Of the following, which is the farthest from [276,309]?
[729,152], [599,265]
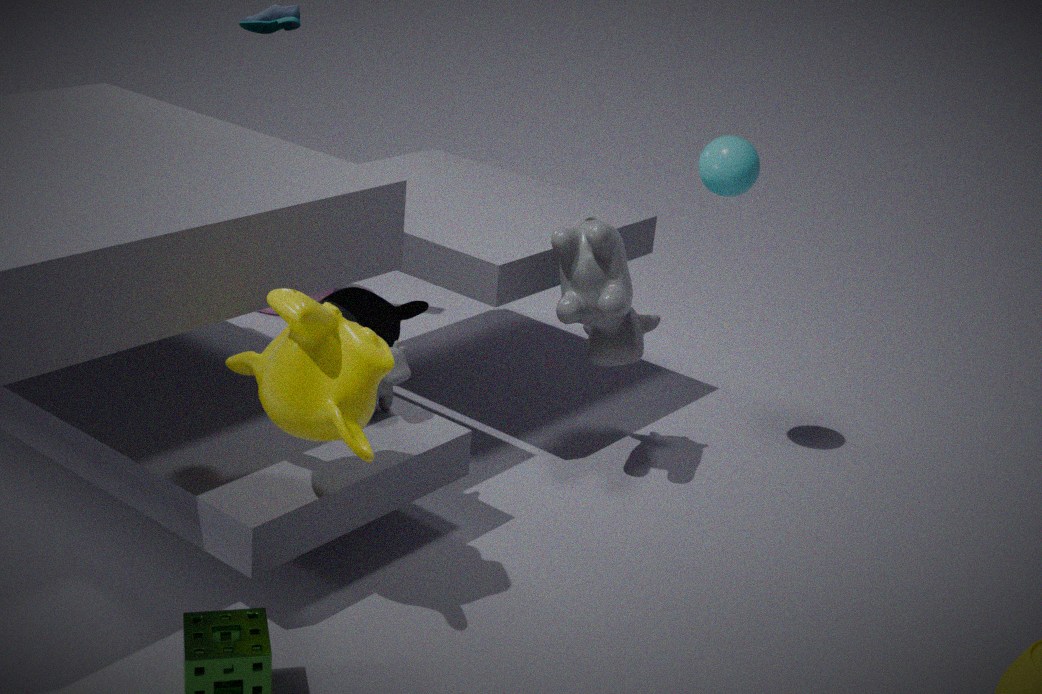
[729,152]
